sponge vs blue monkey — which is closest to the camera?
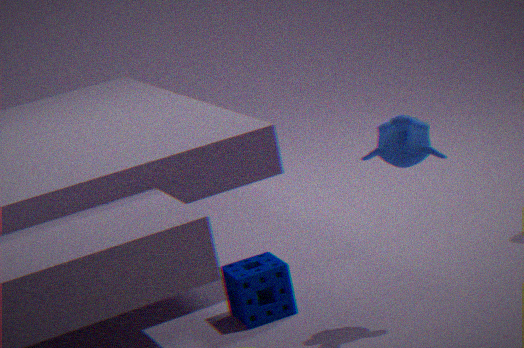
blue monkey
